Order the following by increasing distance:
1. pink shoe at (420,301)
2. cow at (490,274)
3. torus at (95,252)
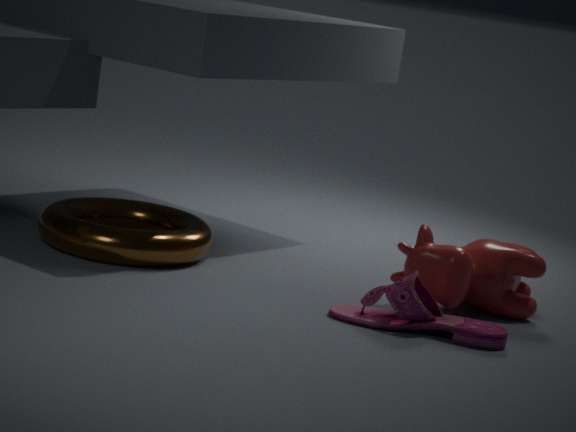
pink shoe at (420,301)
cow at (490,274)
torus at (95,252)
